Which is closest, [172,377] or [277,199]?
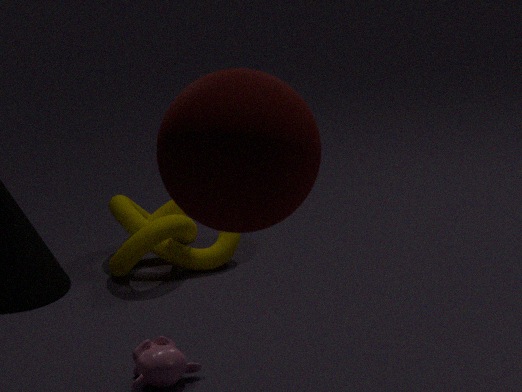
[277,199]
